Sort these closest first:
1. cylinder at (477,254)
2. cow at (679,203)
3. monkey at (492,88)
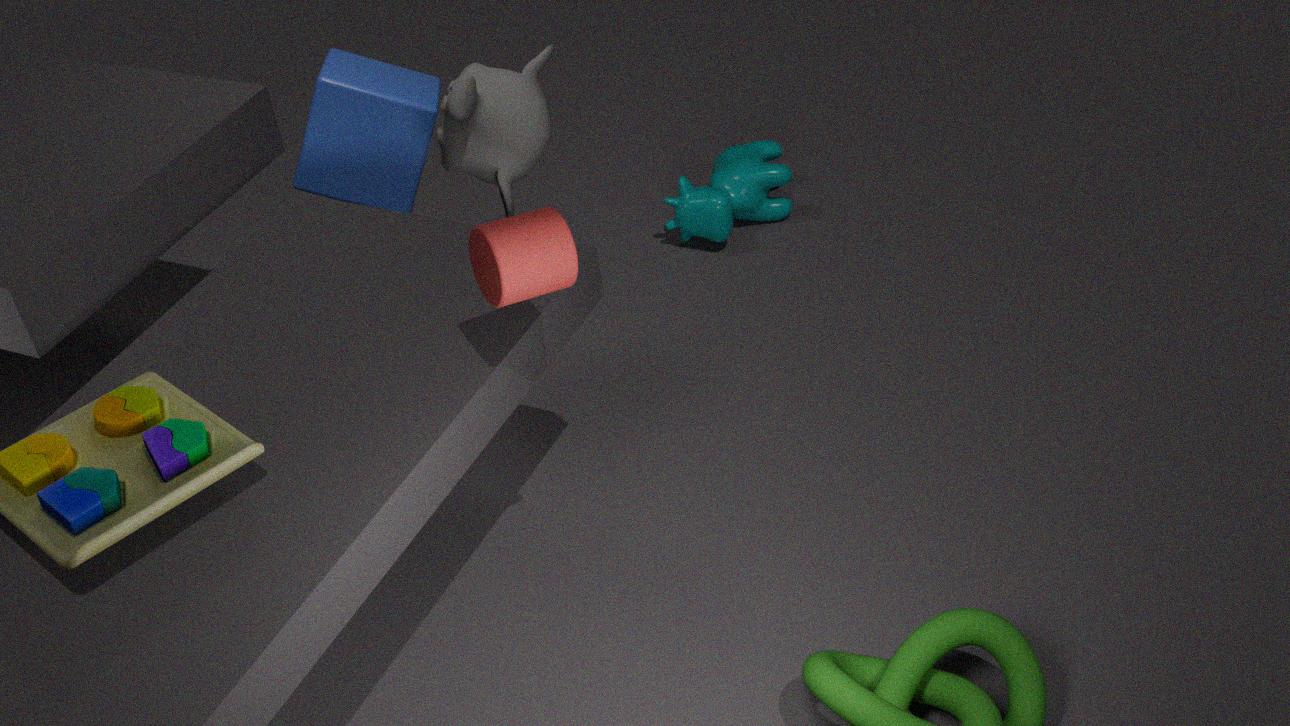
1. cylinder at (477,254)
2. monkey at (492,88)
3. cow at (679,203)
